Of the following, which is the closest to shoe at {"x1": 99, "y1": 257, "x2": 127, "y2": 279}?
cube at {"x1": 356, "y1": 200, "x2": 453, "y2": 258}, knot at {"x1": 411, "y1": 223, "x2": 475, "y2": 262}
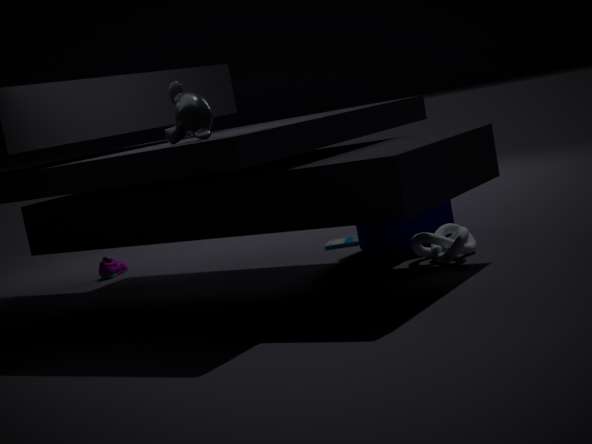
cube at {"x1": 356, "y1": 200, "x2": 453, "y2": 258}
